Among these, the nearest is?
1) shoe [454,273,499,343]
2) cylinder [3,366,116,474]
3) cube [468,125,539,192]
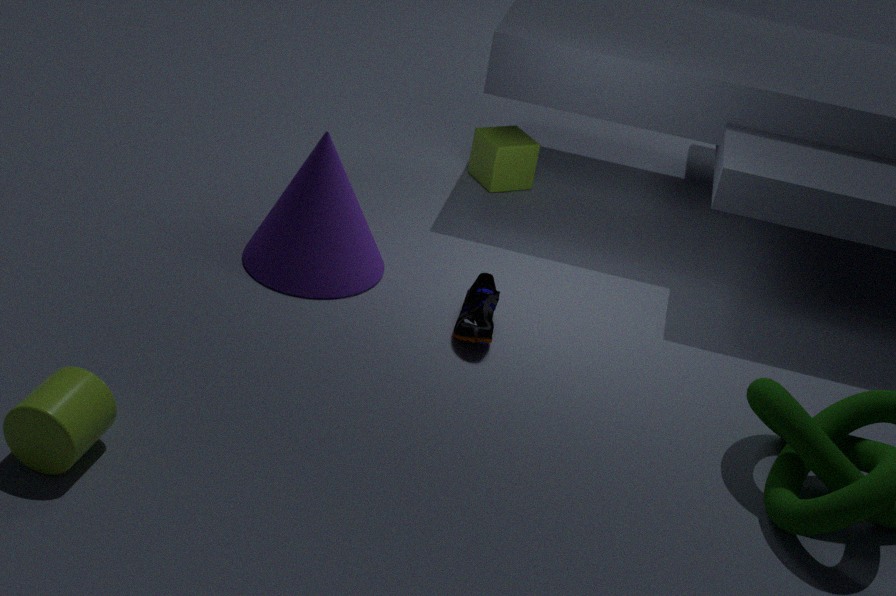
2. cylinder [3,366,116,474]
